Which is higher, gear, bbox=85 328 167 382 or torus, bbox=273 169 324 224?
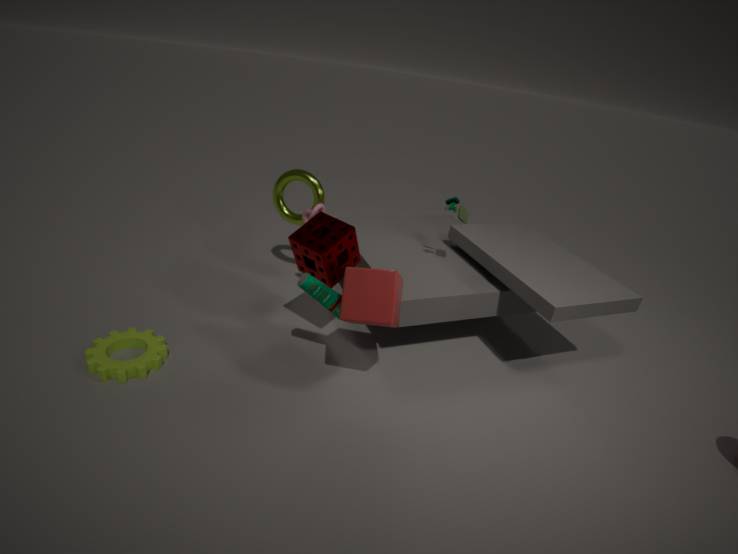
torus, bbox=273 169 324 224
